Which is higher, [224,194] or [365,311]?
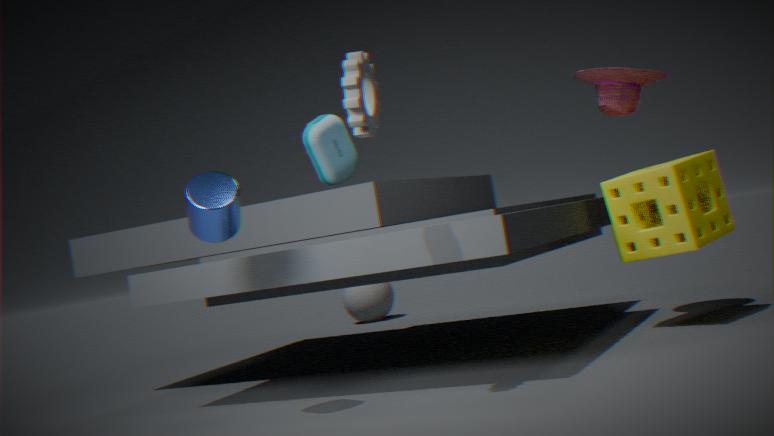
[224,194]
